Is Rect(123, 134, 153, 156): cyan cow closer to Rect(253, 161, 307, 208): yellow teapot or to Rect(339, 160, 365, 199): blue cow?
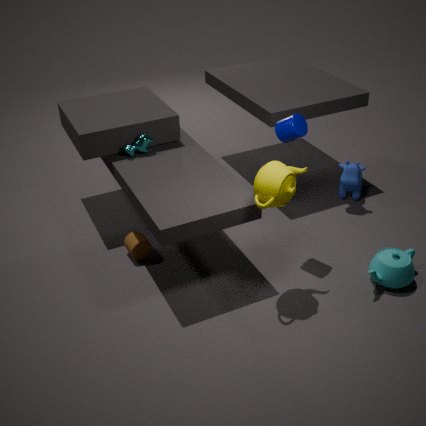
Rect(253, 161, 307, 208): yellow teapot
